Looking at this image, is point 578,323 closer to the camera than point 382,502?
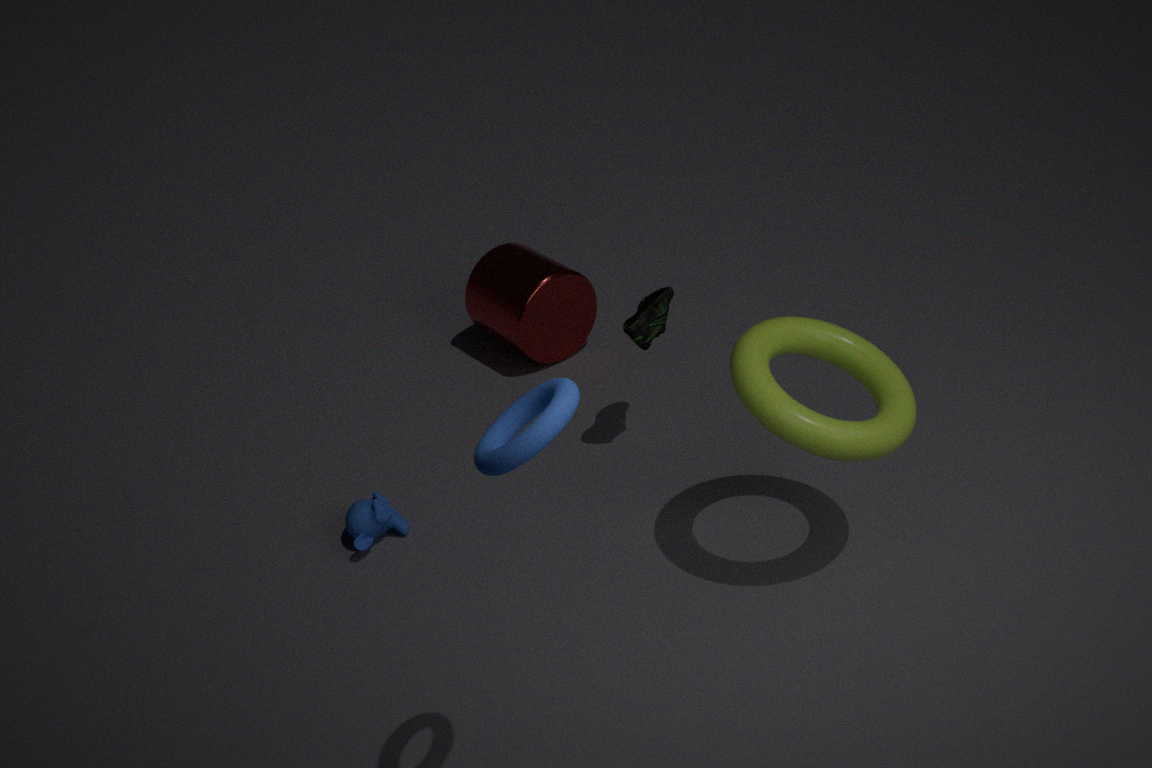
No
